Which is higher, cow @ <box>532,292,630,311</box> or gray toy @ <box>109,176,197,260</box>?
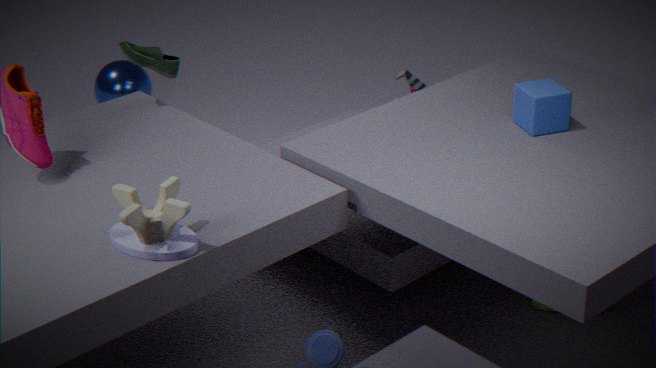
gray toy @ <box>109,176,197,260</box>
